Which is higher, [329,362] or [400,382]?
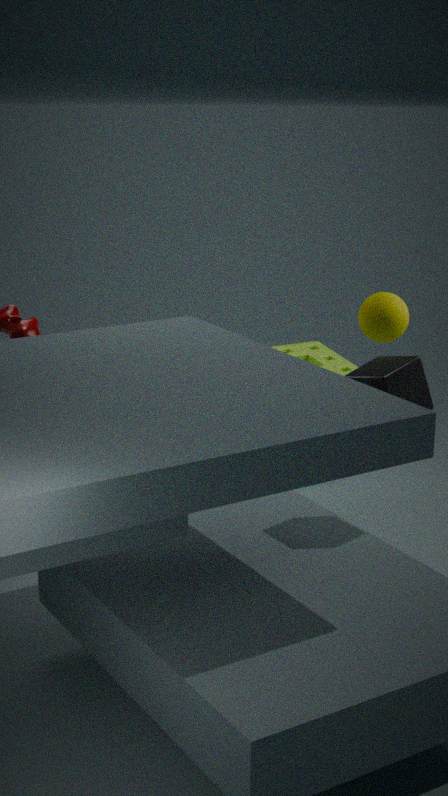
[400,382]
